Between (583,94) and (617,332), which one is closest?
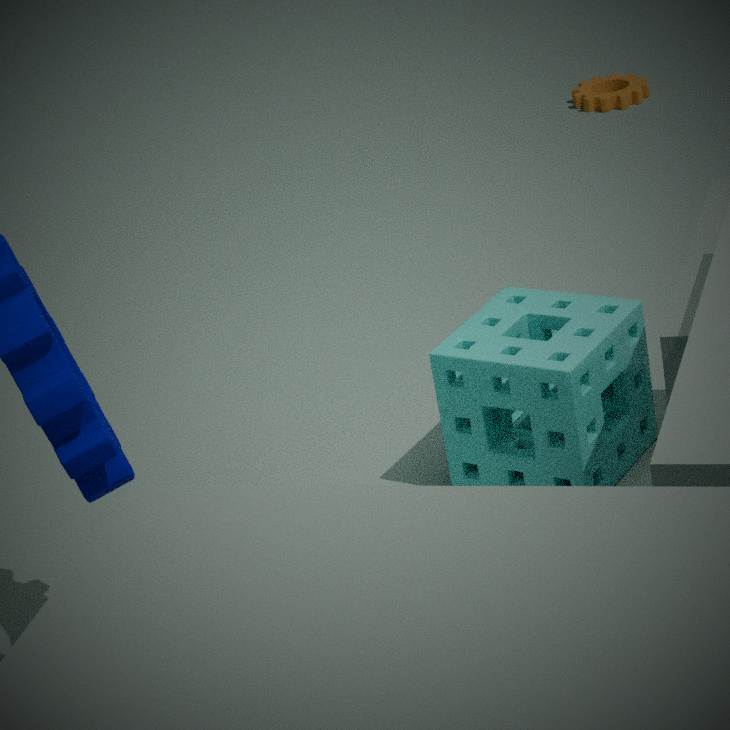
(617,332)
